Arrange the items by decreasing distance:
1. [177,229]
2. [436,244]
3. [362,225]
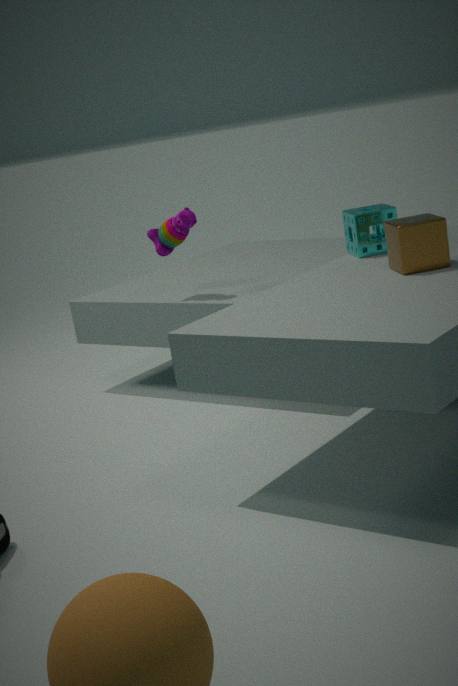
[177,229] → [362,225] → [436,244]
